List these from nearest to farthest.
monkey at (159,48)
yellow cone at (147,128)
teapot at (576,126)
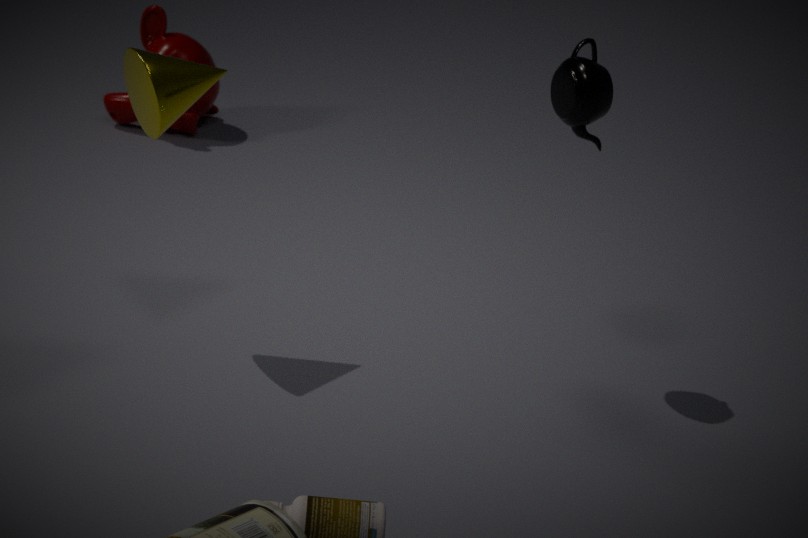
1. yellow cone at (147,128)
2. teapot at (576,126)
3. monkey at (159,48)
